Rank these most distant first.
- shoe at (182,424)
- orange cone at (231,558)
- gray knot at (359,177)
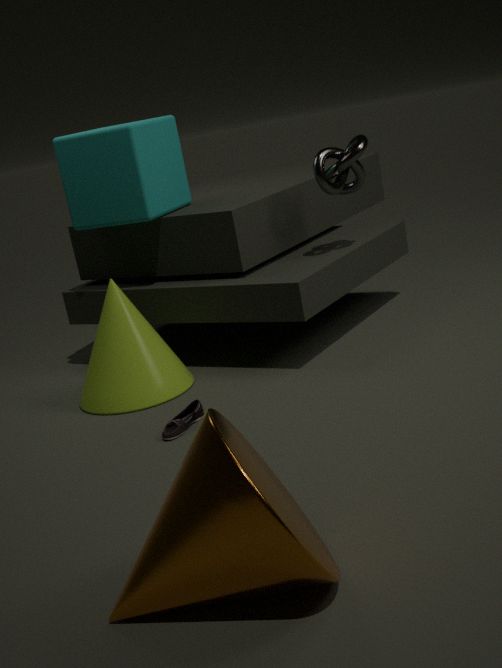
gray knot at (359,177) → shoe at (182,424) → orange cone at (231,558)
